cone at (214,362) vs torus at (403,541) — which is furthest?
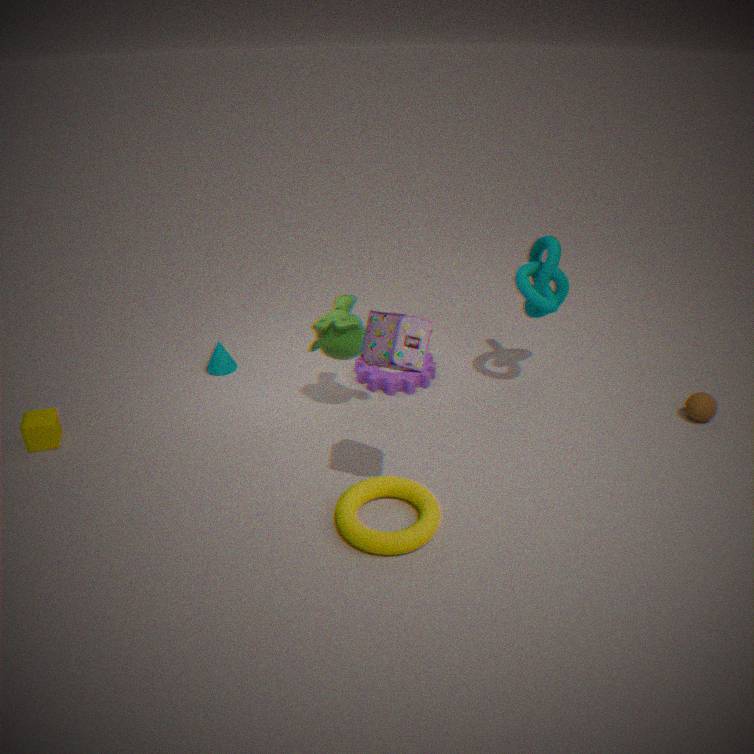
cone at (214,362)
